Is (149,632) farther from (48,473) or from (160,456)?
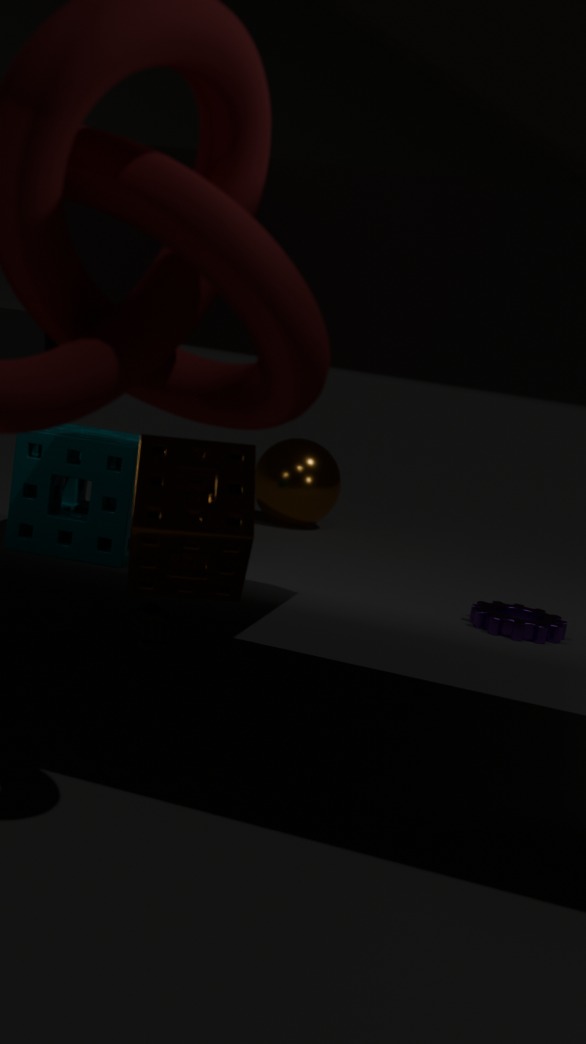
(48,473)
